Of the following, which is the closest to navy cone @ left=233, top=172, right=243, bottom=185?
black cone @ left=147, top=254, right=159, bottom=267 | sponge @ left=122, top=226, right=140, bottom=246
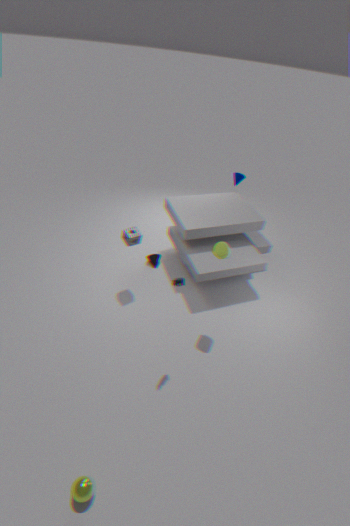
black cone @ left=147, top=254, right=159, bottom=267
